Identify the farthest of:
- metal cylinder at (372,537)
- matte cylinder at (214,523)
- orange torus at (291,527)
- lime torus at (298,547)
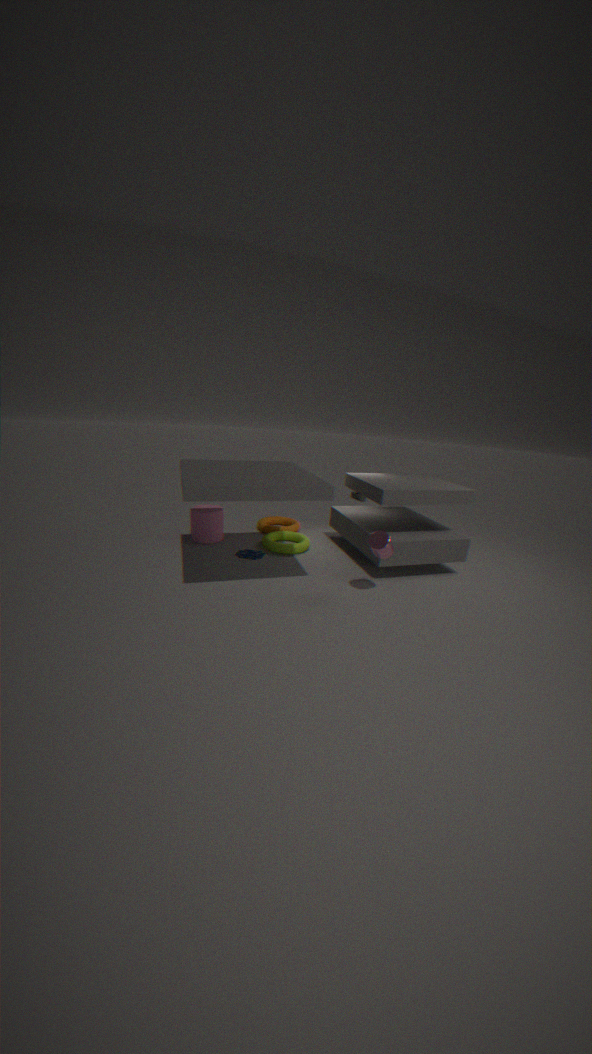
orange torus at (291,527)
